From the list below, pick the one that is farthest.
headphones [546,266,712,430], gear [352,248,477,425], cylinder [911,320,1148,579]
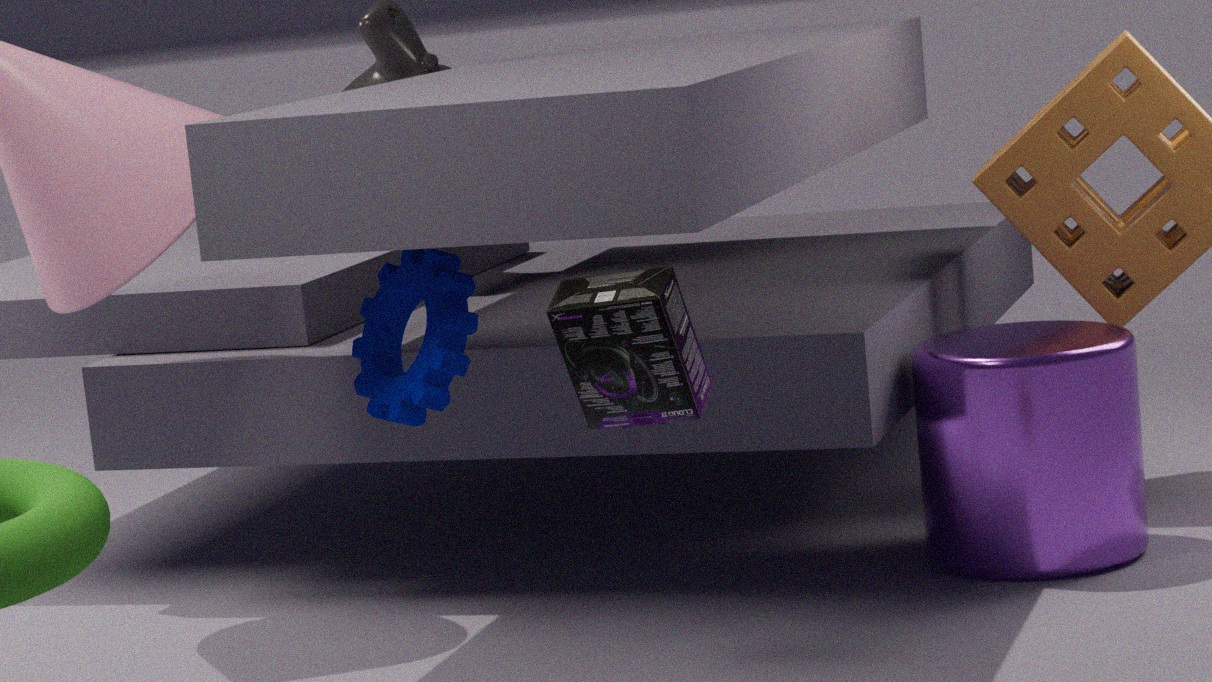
cylinder [911,320,1148,579]
